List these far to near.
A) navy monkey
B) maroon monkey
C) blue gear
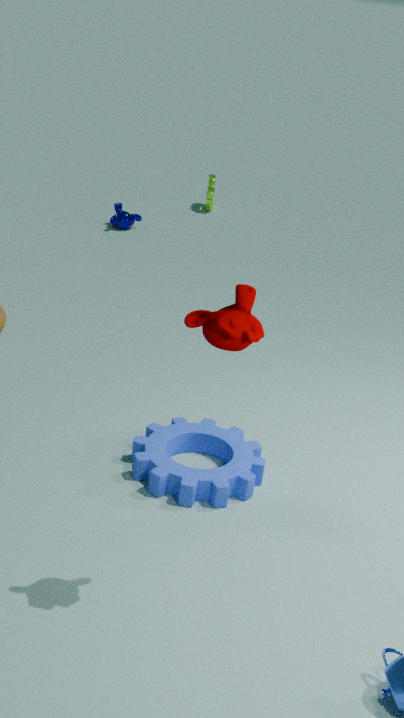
navy monkey
blue gear
maroon monkey
